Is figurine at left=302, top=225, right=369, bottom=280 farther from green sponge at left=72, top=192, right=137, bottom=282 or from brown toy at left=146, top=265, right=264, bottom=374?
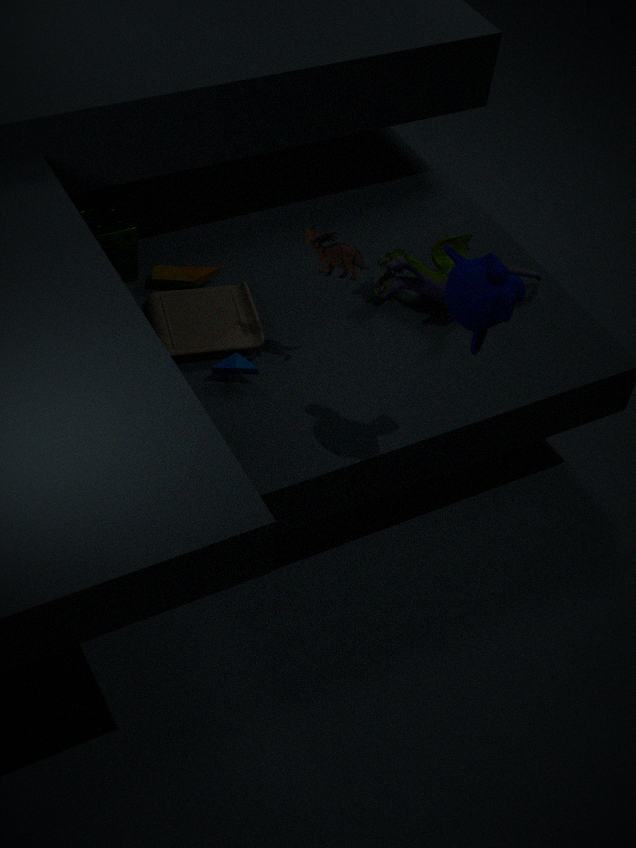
green sponge at left=72, top=192, right=137, bottom=282
